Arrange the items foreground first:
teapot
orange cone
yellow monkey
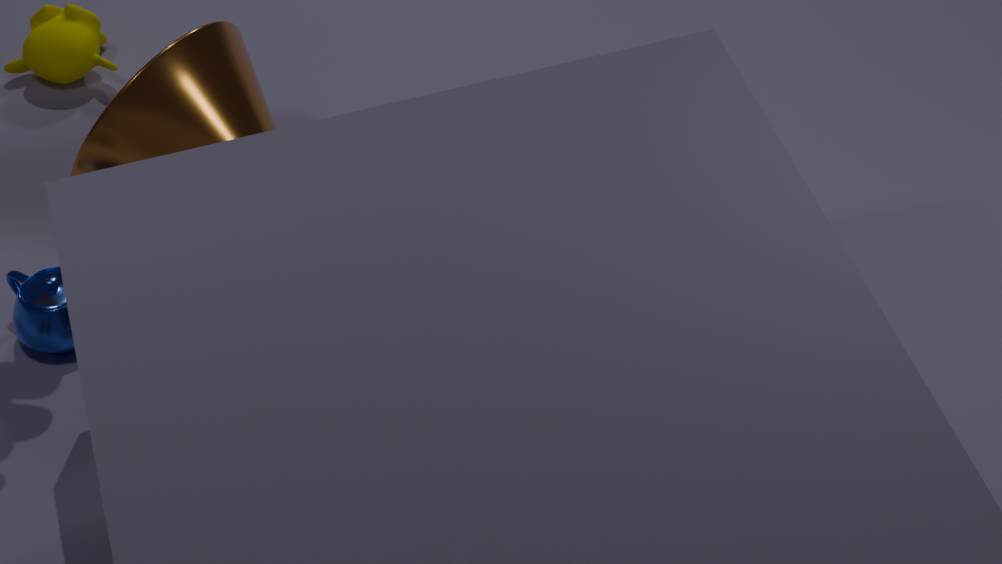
teapot, orange cone, yellow monkey
